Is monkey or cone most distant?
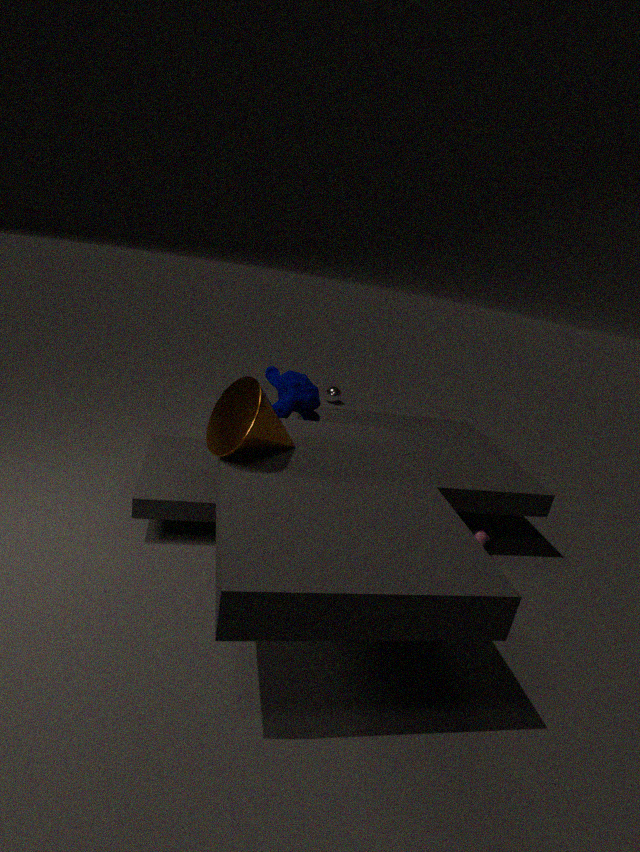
monkey
